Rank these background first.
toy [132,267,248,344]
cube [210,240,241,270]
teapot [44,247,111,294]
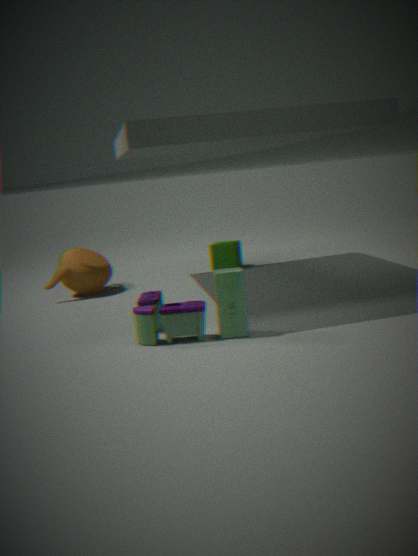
1. cube [210,240,241,270]
2. teapot [44,247,111,294]
3. toy [132,267,248,344]
